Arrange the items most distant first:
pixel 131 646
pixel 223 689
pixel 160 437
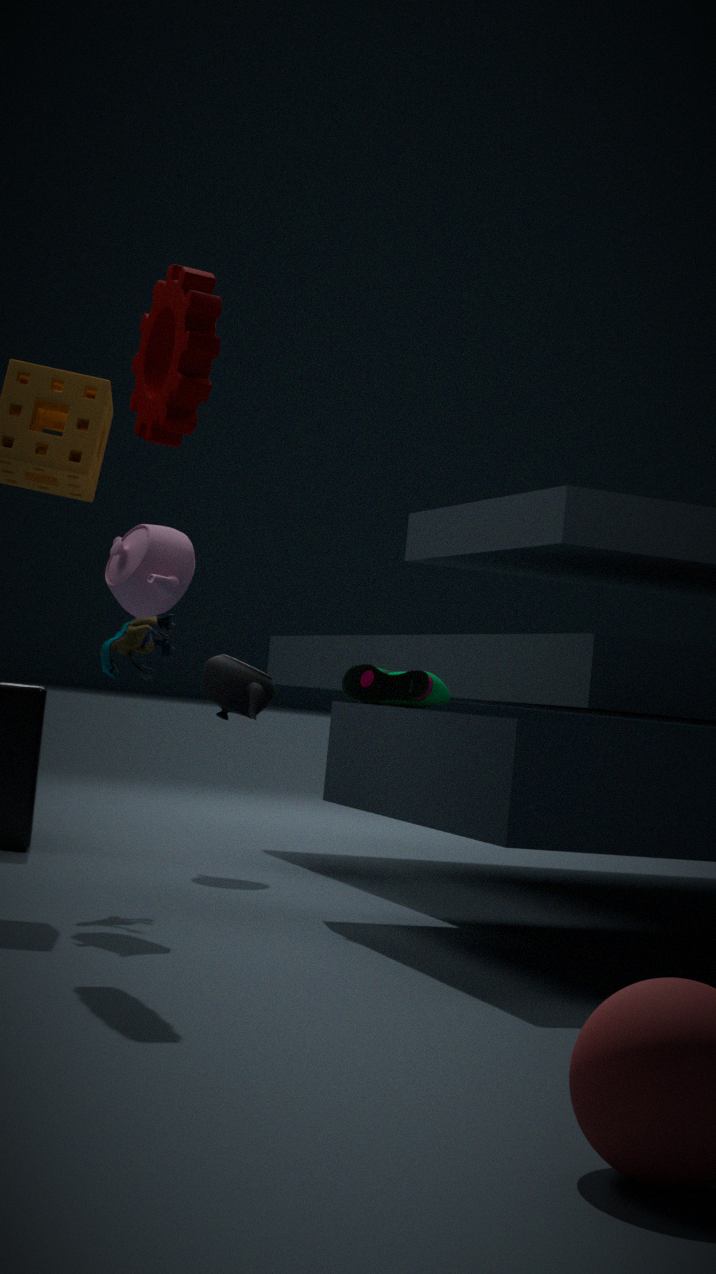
pixel 223 689 < pixel 131 646 < pixel 160 437
